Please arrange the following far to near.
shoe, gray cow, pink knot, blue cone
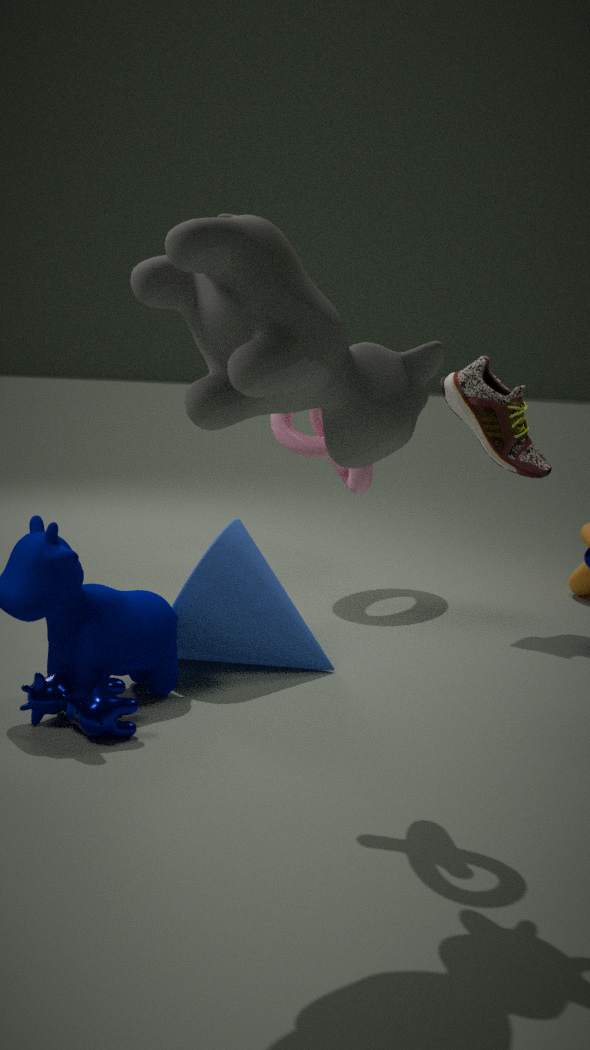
1. shoe
2. blue cone
3. pink knot
4. gray cow
